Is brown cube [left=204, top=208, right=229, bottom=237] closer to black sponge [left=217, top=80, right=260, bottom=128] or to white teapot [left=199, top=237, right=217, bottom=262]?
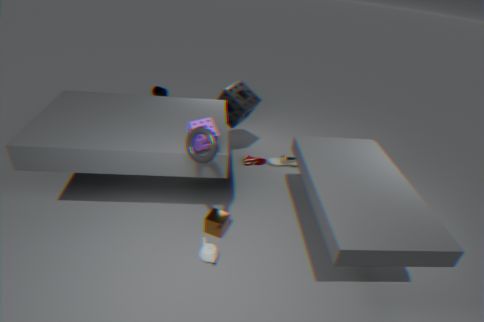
white teapot [left=199, top=237, right=217, bottom=262]
